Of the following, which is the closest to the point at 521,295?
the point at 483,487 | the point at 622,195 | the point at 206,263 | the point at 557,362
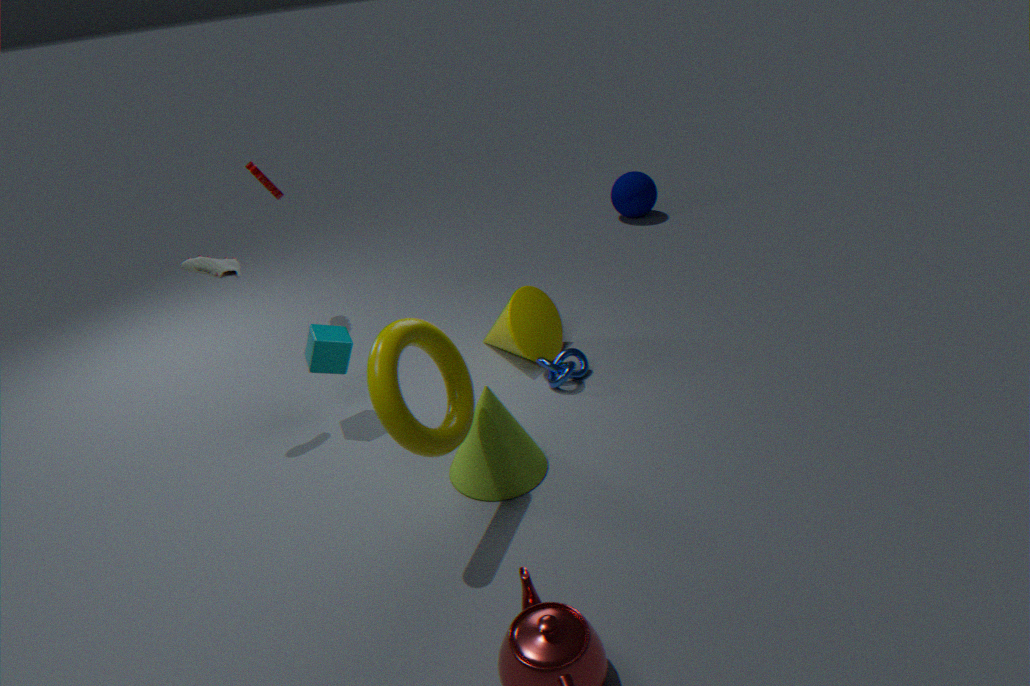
the point at 557,362
